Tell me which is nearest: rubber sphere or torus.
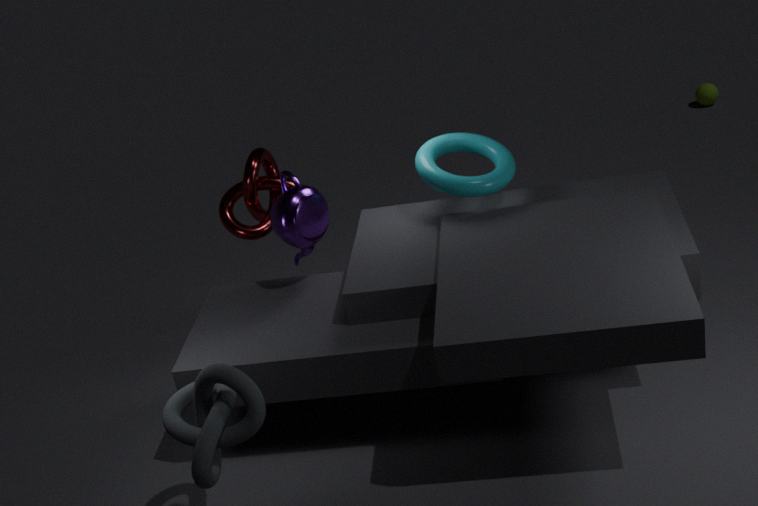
torus
